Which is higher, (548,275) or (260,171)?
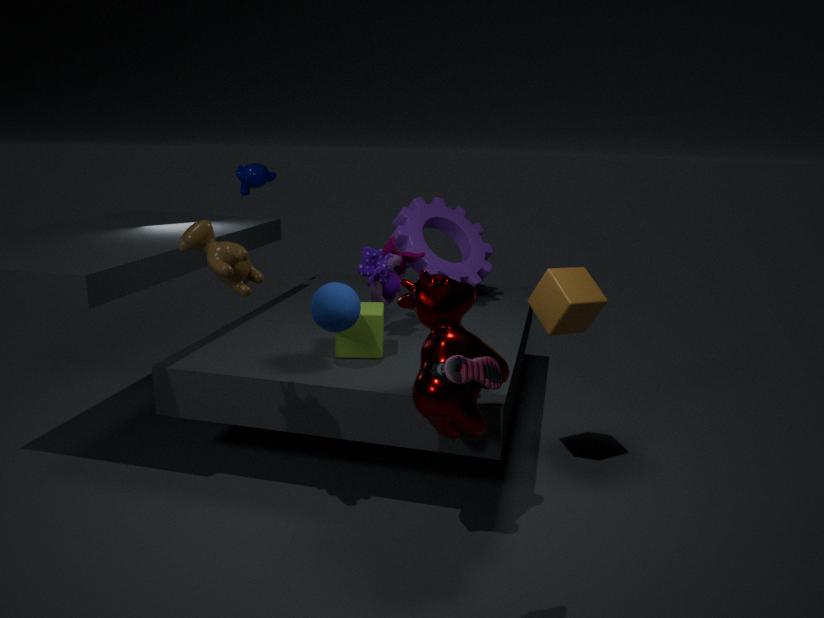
(260,171)
